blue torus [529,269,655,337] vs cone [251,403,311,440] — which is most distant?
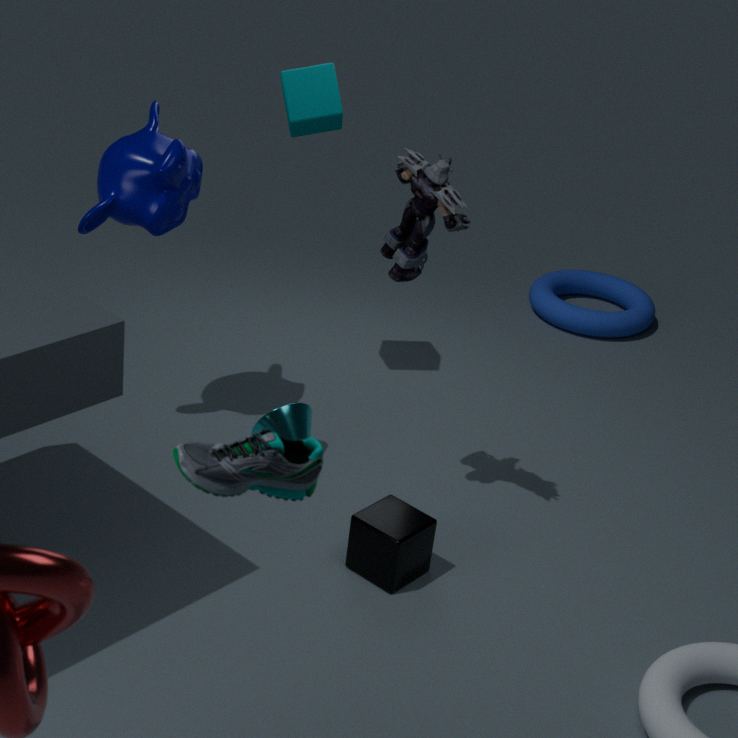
blue torus [529,269,655,337]
